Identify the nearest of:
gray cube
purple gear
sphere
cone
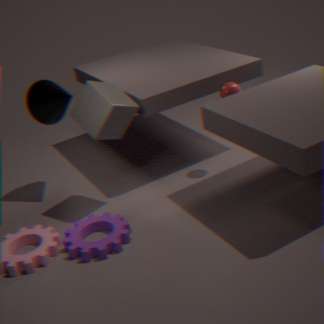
purple gear
